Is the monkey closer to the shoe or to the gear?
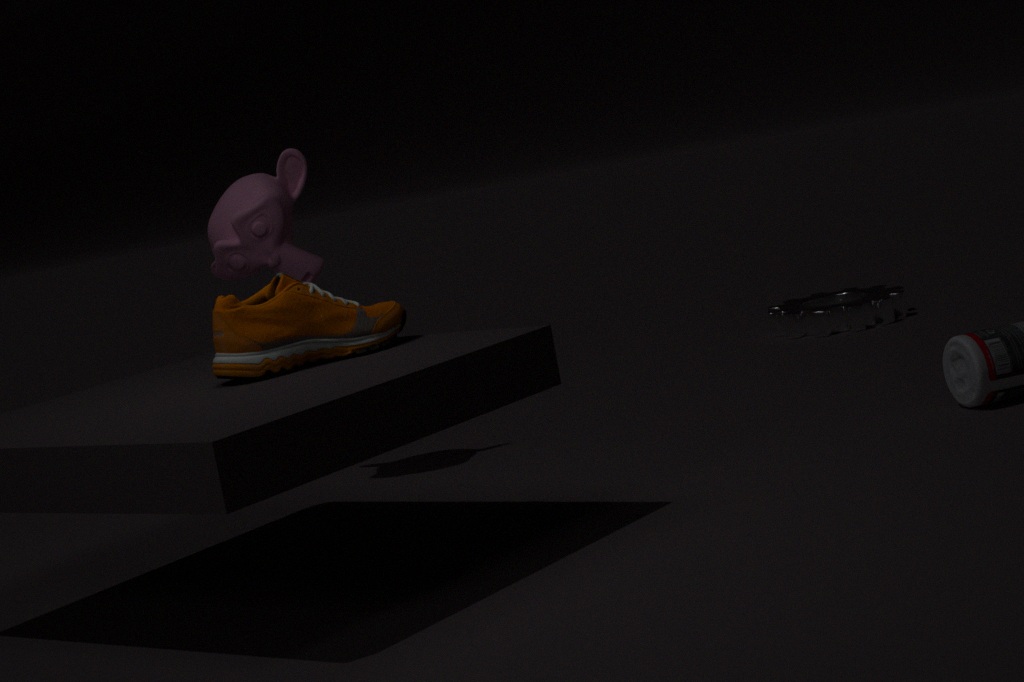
the shoe
